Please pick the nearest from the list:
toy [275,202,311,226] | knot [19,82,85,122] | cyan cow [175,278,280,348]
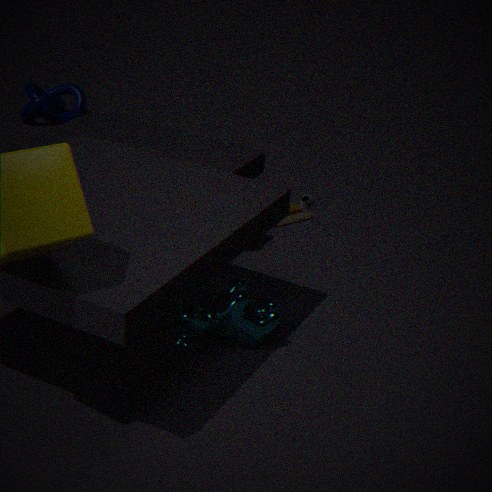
cyan cow [175,278,280,348]
